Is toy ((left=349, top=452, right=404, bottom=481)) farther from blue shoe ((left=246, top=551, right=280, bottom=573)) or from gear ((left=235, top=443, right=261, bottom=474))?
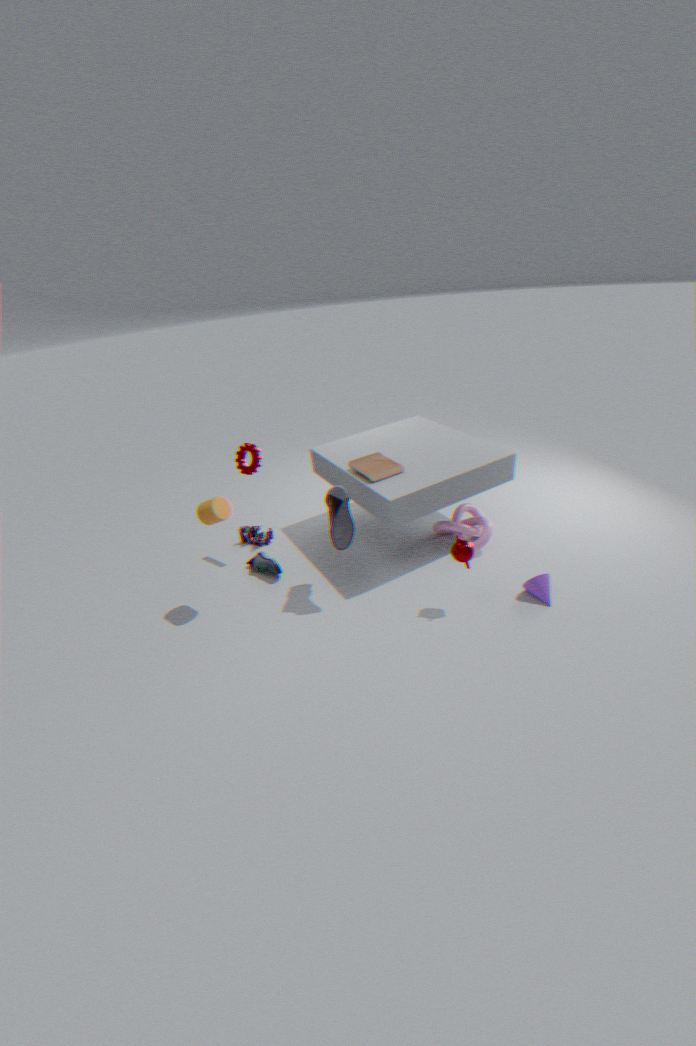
blue shoe ((left=246, top=551, right=280, bottom=573))
